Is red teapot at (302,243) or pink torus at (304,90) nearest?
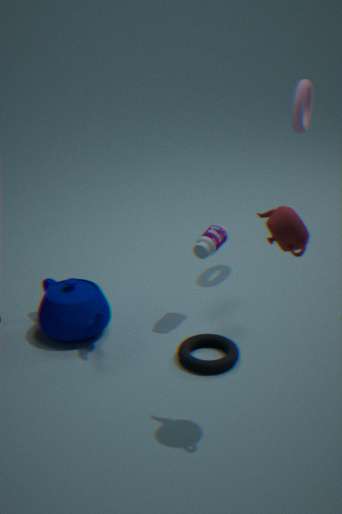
red teapot at (302,243)
